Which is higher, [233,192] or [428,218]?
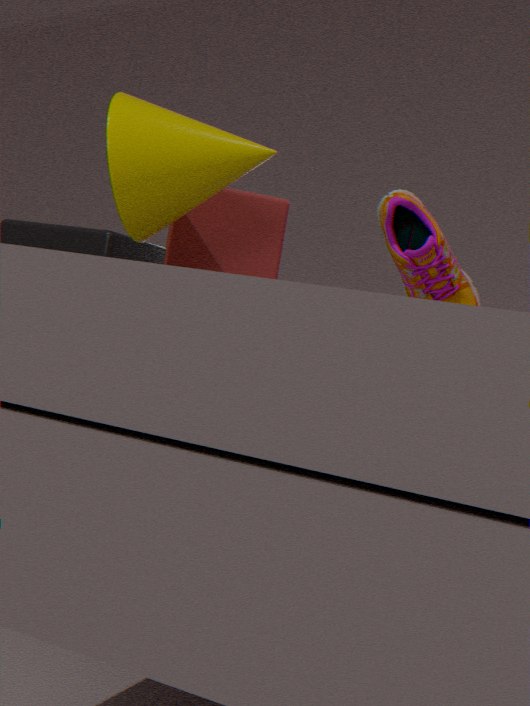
[428,218]
